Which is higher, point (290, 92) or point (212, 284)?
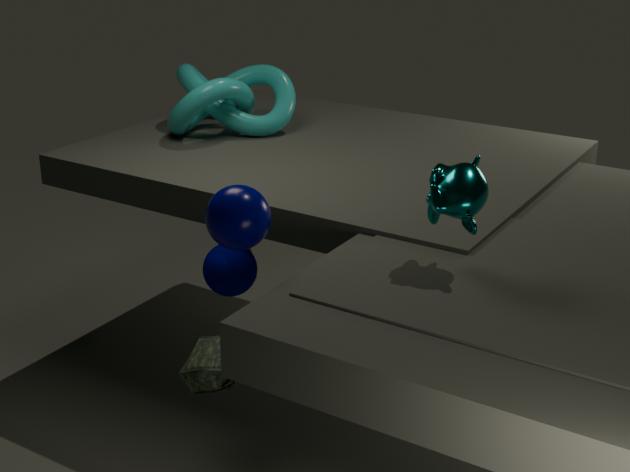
point (290, 92)
